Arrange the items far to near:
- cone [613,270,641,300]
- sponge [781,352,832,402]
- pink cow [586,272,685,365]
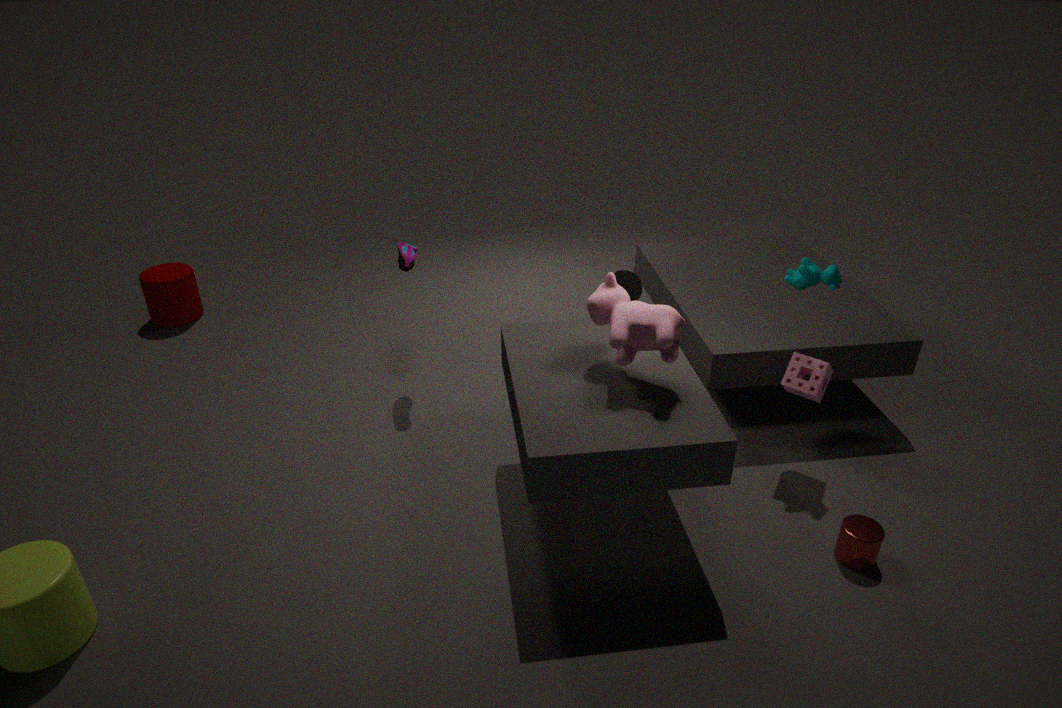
cone [613,270,641,300], sponge [781,352,832,402], pink cow [586,272,685,365]
